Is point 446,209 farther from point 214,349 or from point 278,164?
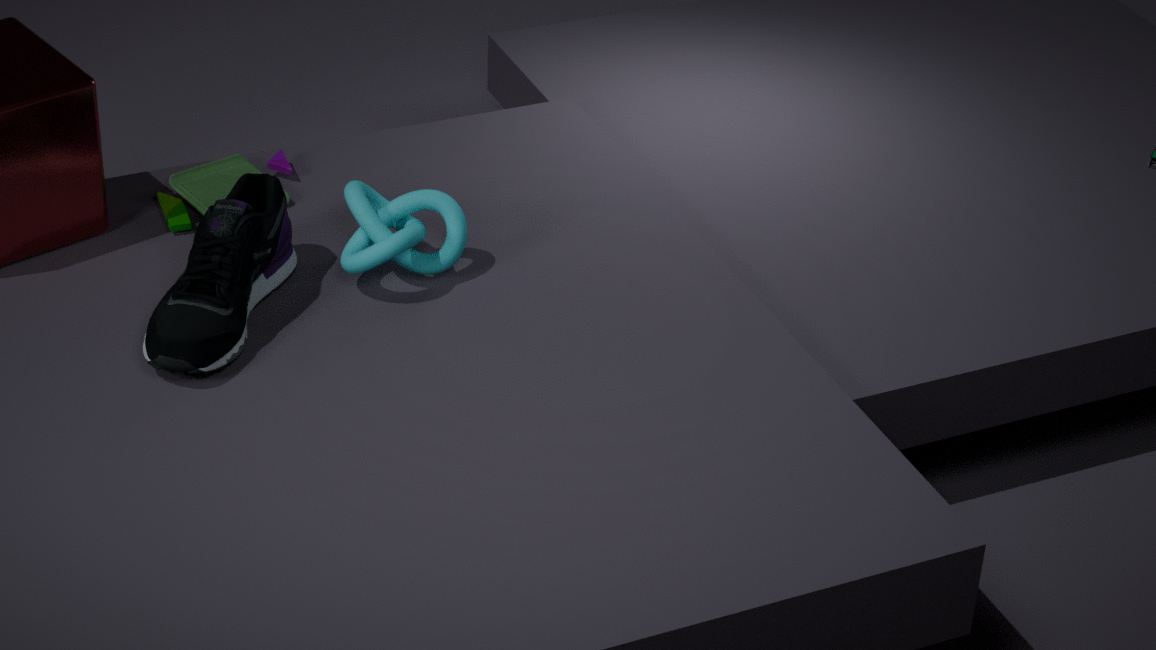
point 278,164
